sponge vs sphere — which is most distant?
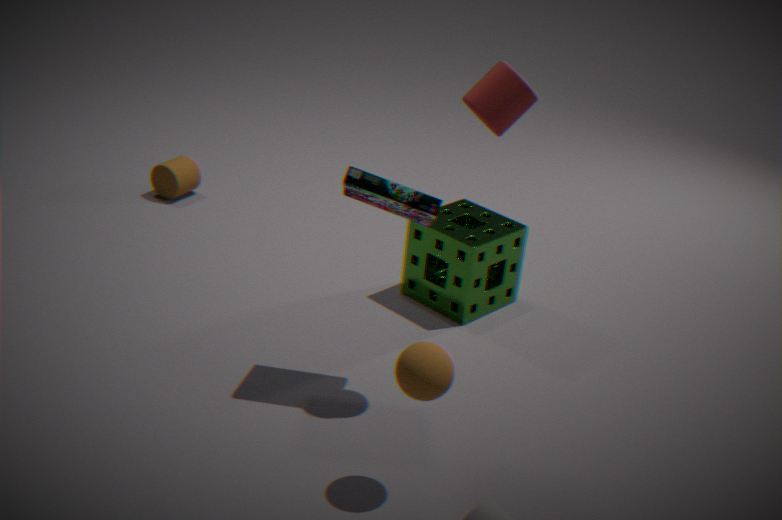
sponge
